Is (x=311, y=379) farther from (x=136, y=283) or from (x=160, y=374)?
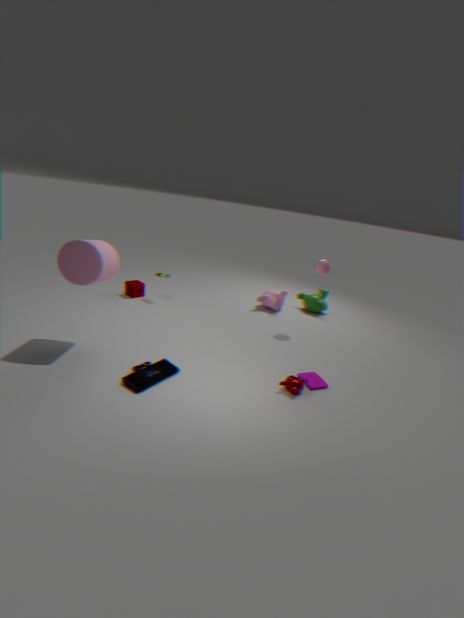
(x=136, y=283)
